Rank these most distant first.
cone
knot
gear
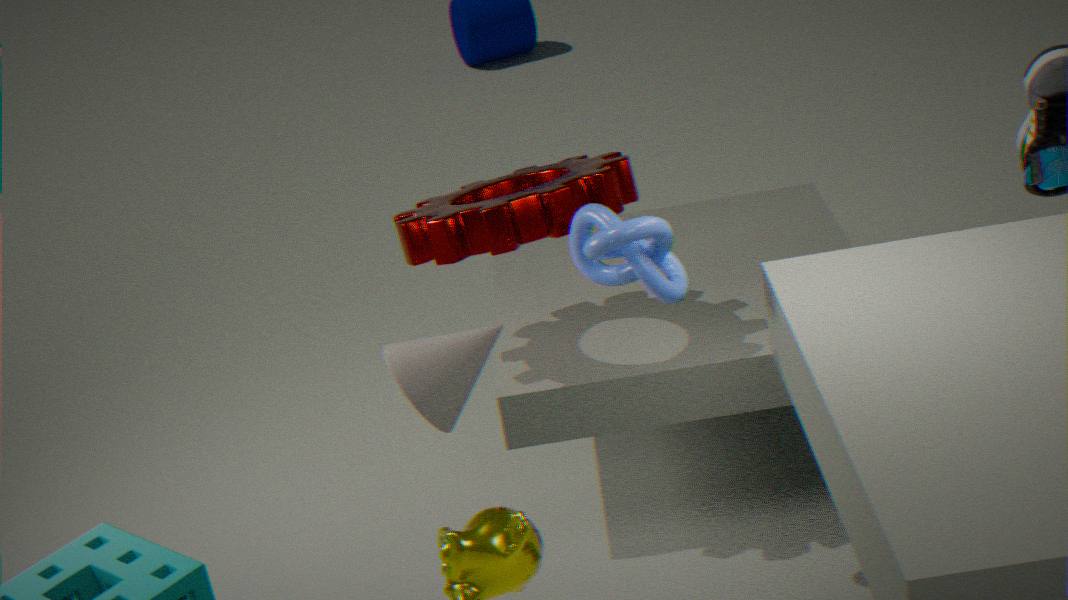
gear → cone → knot
